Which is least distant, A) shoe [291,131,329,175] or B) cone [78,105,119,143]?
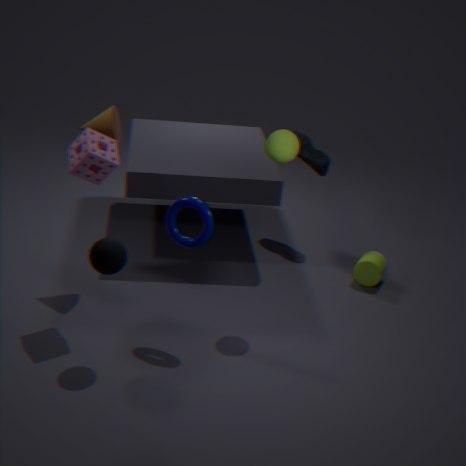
B. cone [78,105,119,143]
